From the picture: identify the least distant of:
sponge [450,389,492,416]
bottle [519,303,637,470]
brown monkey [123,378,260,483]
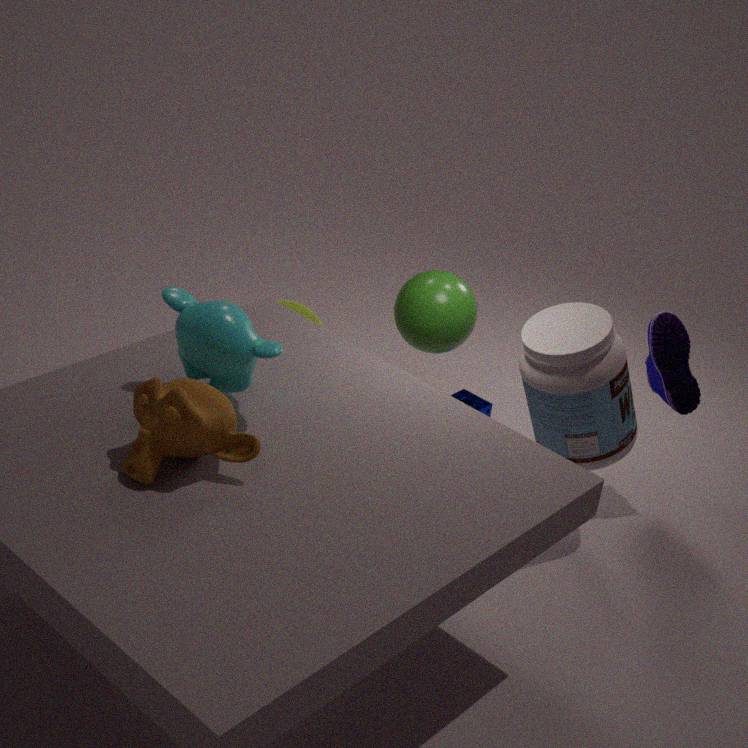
brown monkey [123,378,260,483]
